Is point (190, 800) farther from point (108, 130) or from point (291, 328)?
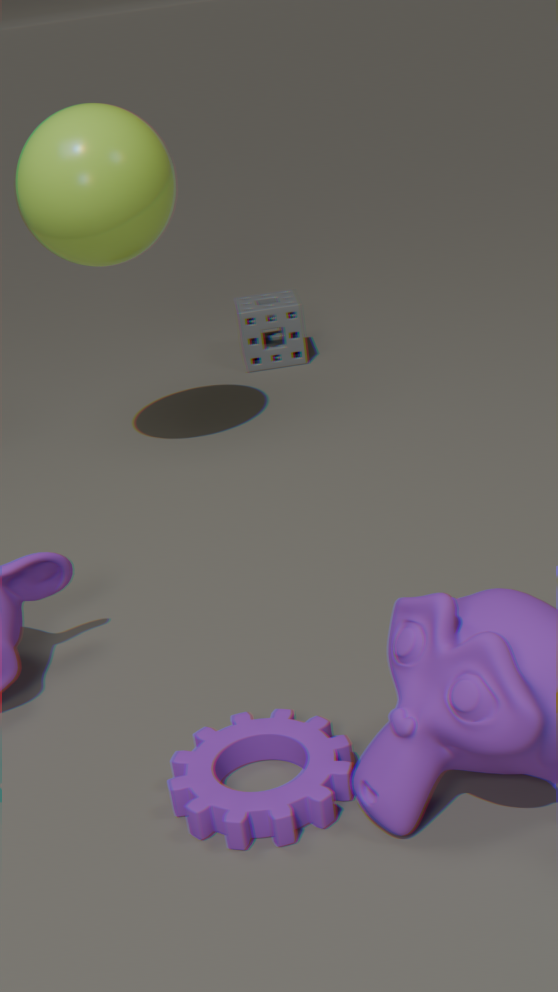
point (291, 328)
